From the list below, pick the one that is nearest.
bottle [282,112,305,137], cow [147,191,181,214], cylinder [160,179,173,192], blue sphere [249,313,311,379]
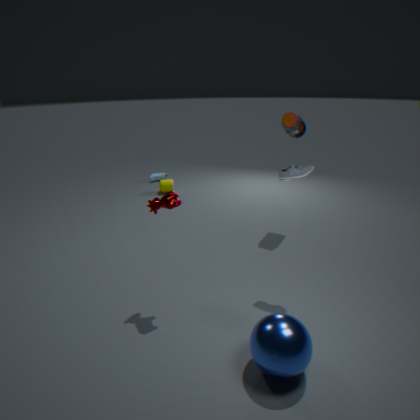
blue sphere [249,313,311,379]
